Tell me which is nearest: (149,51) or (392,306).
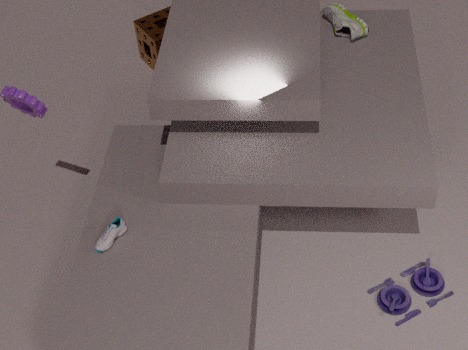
(392,306)
